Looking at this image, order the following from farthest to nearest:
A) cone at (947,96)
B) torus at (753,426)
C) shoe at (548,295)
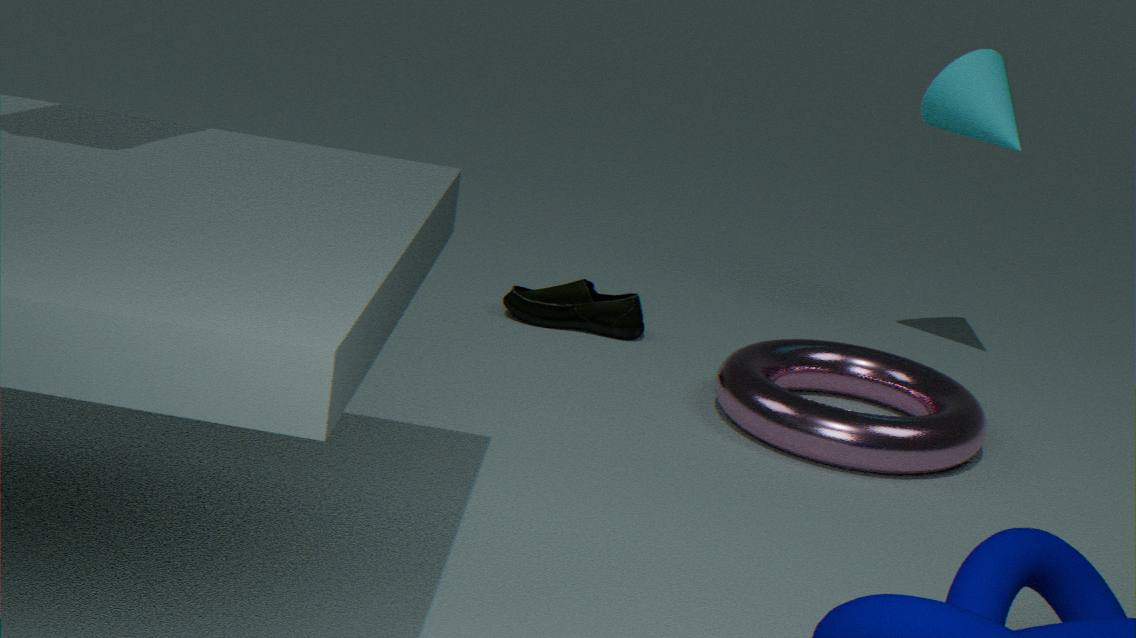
shoe at (548,295), cone at (947,96), torus at (753,426)
